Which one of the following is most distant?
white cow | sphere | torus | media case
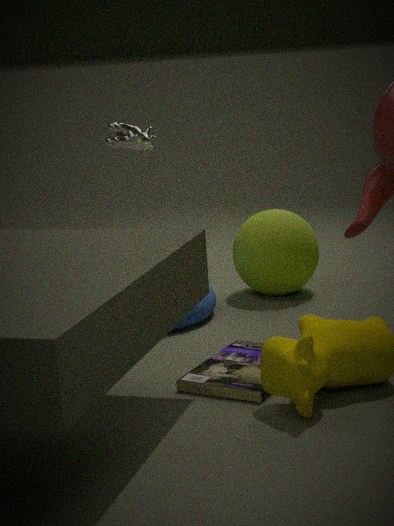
sphere
